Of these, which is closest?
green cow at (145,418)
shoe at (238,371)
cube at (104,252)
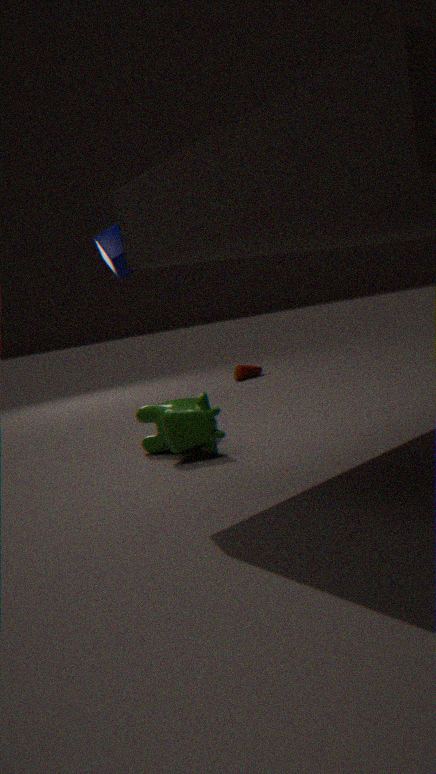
green cow at (145,418)
